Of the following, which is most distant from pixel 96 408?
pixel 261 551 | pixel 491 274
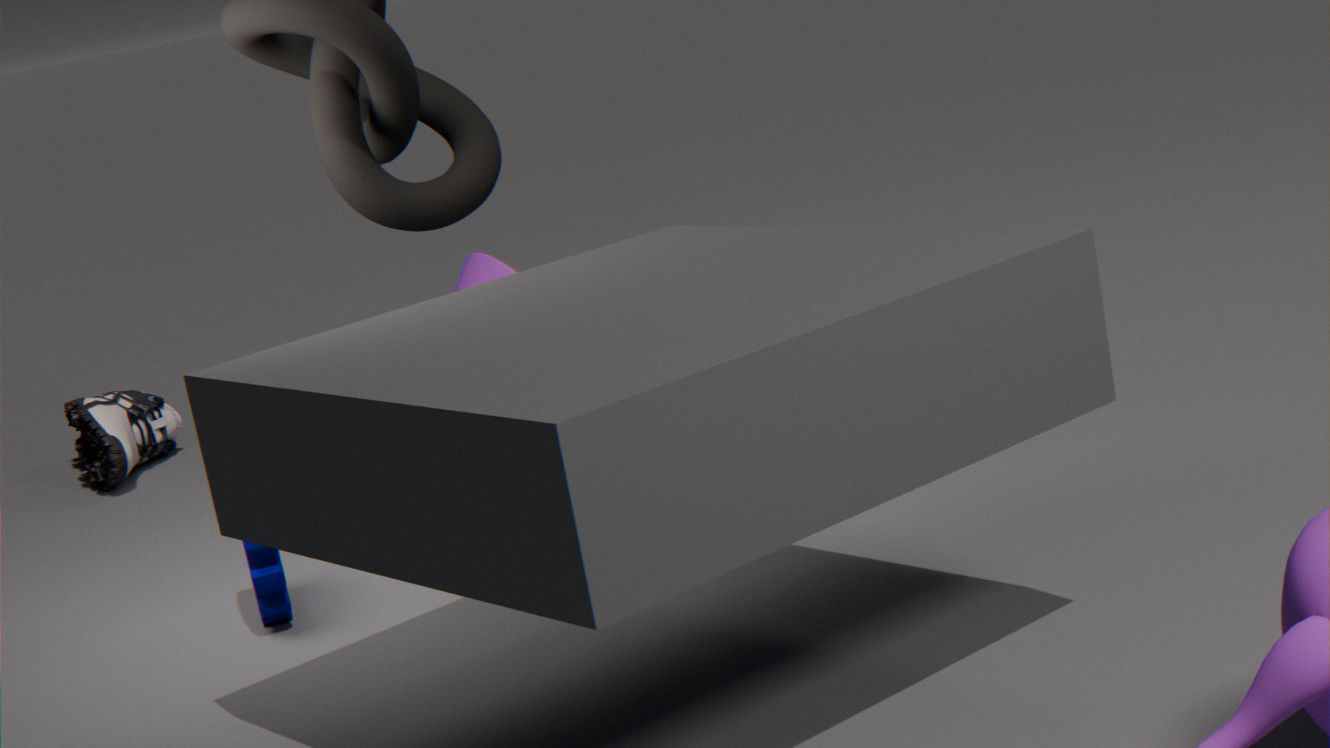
pixel 261 551
